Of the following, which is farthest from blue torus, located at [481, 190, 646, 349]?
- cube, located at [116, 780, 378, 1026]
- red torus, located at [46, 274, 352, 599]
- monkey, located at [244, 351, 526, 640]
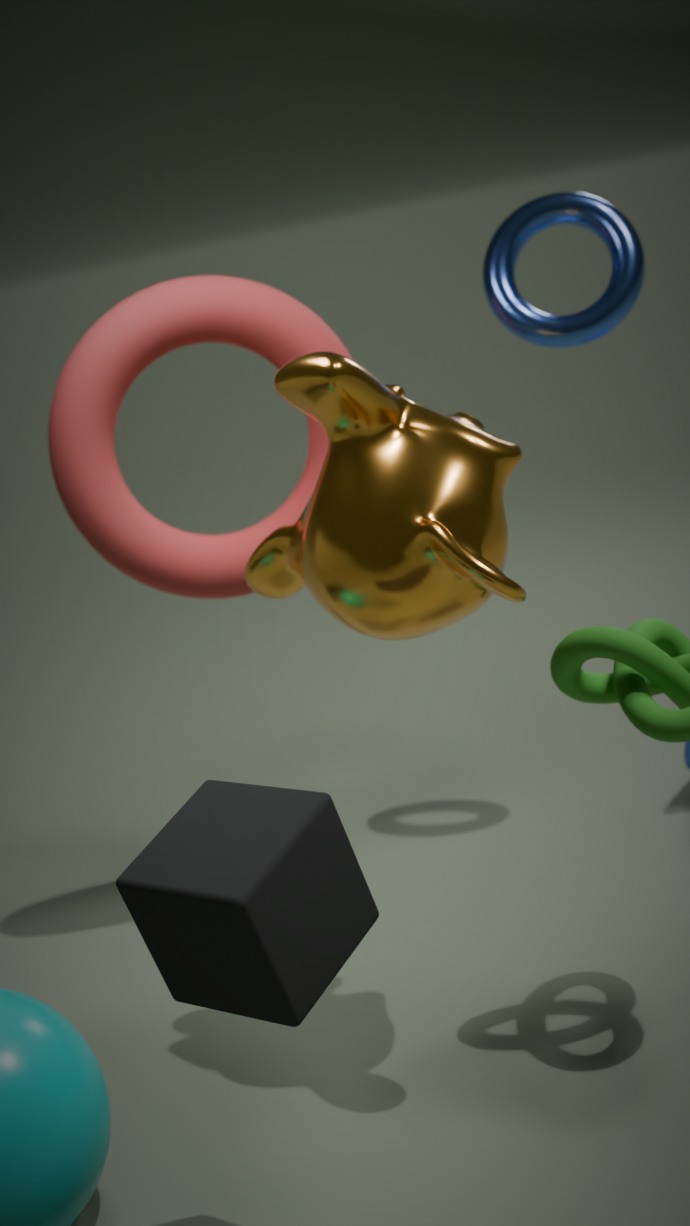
cube, located at [116, 780, 378, 1026]
